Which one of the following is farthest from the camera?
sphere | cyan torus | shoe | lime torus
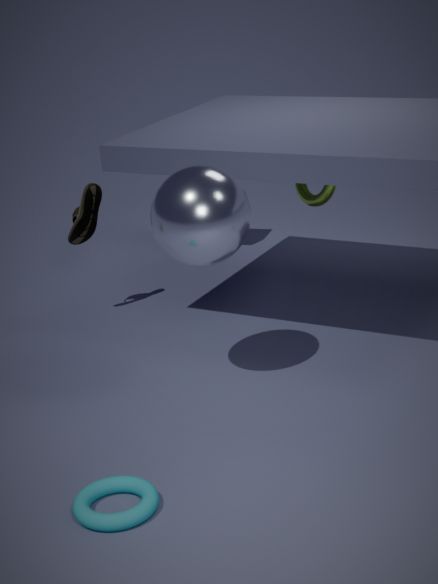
lime torus
